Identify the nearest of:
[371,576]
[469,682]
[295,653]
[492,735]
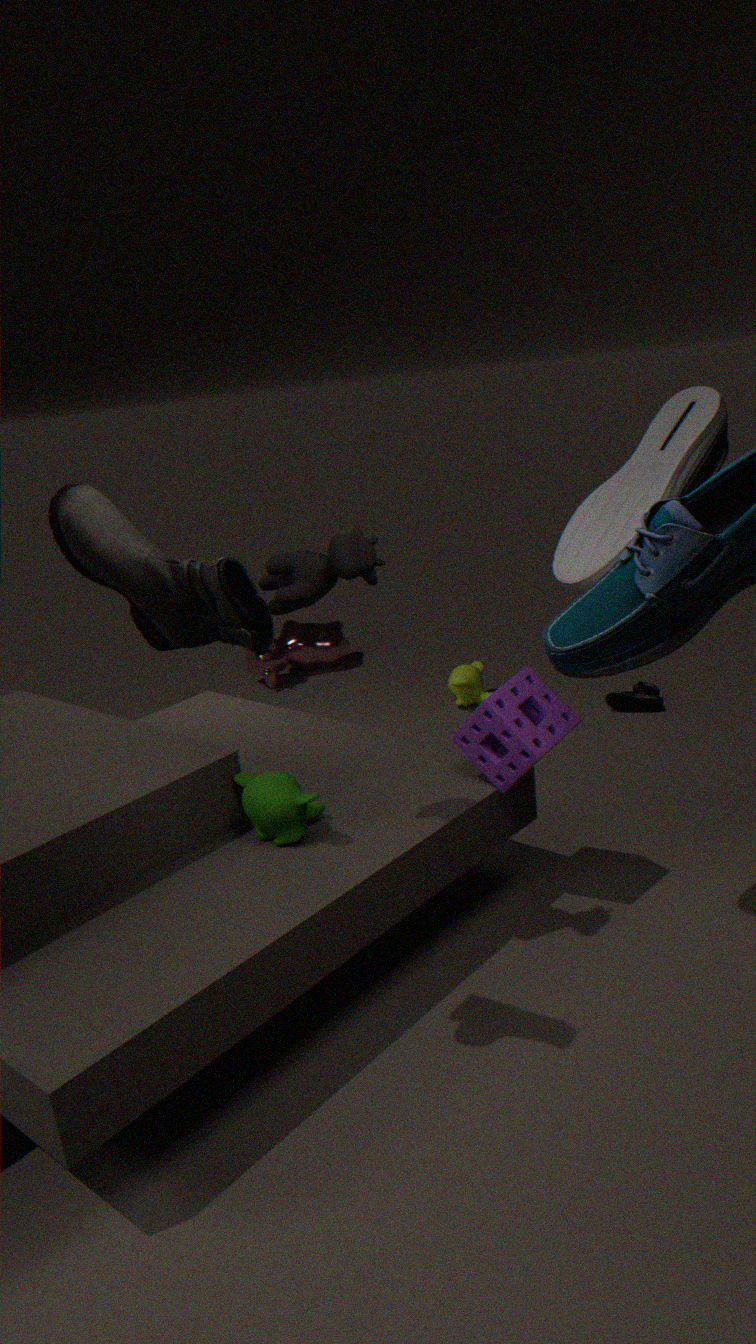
[371,576]
